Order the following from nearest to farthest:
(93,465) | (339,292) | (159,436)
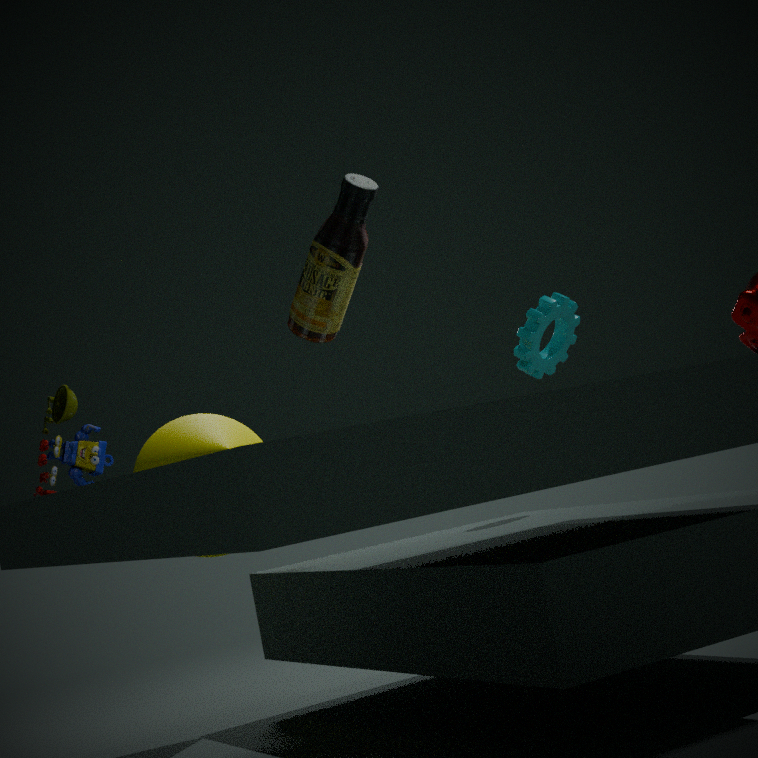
(339,292) → (93,465) → (159,436)
